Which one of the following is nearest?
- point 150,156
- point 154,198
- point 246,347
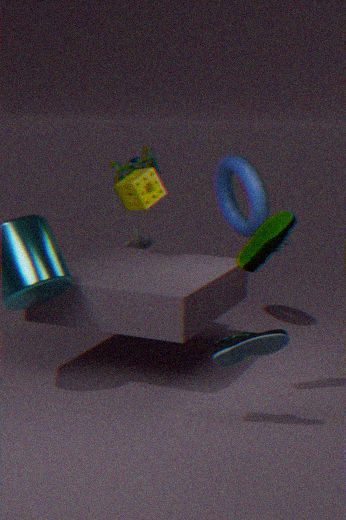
point 246,347
